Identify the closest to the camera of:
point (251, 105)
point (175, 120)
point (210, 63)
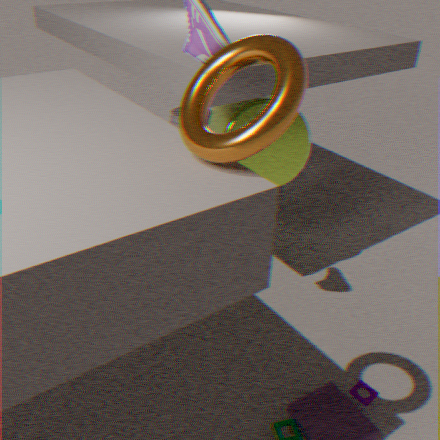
point (210, 63)
